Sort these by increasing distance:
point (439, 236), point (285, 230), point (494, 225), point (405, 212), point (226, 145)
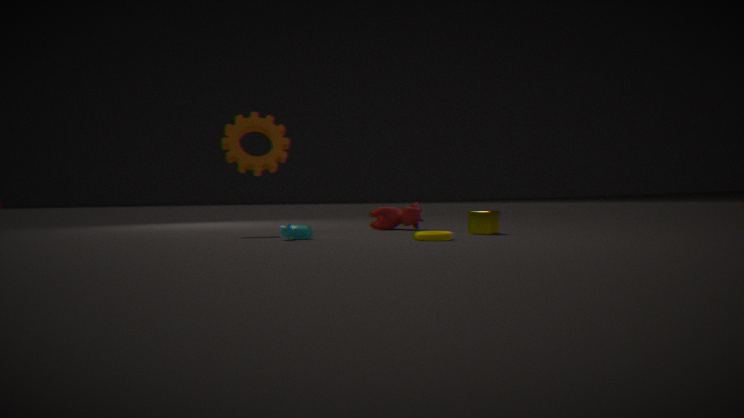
point (439, 236) < point (285, 230) < point (494, 225) < point (226, 145) < point (405, 212)
